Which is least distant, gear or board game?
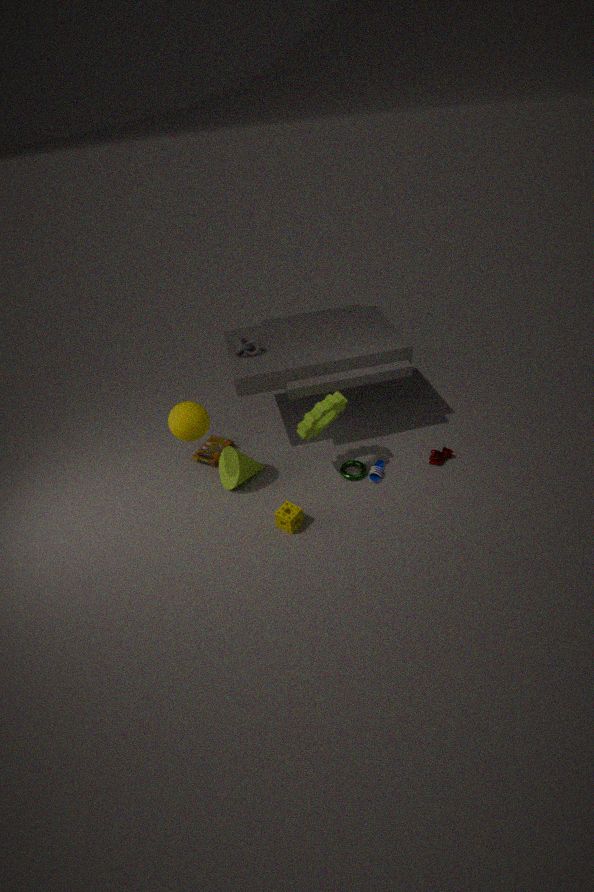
gear
